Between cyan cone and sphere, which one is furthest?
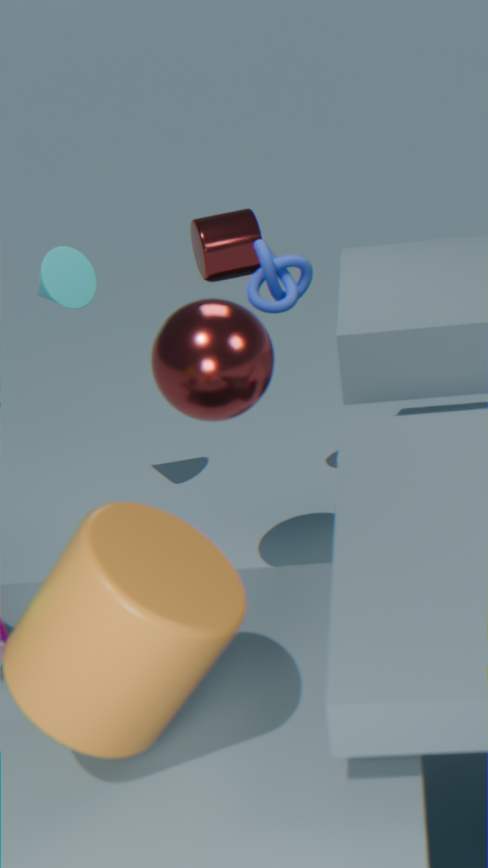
cyan cone
